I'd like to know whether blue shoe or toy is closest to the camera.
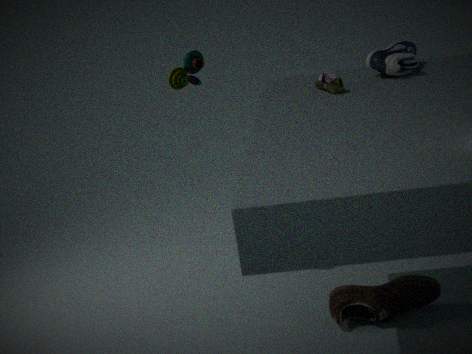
blue shoe
